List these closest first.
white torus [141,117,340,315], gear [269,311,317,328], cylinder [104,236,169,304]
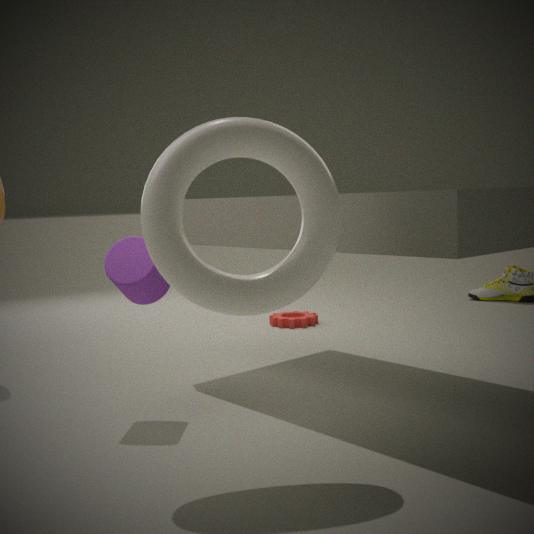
white torus [141,117,340,315]
cylinder [104,236,169,304]
gear [269,311,317,328]
